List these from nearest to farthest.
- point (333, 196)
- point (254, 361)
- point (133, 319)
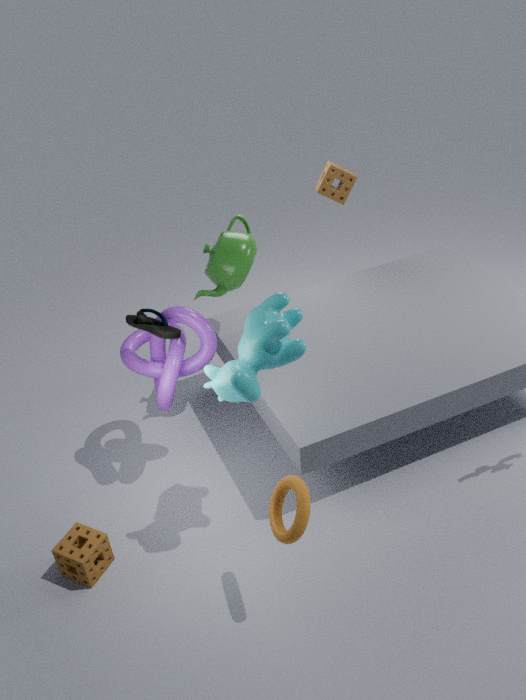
point (254, 361) < point (133, 319) < point (333, 196)
